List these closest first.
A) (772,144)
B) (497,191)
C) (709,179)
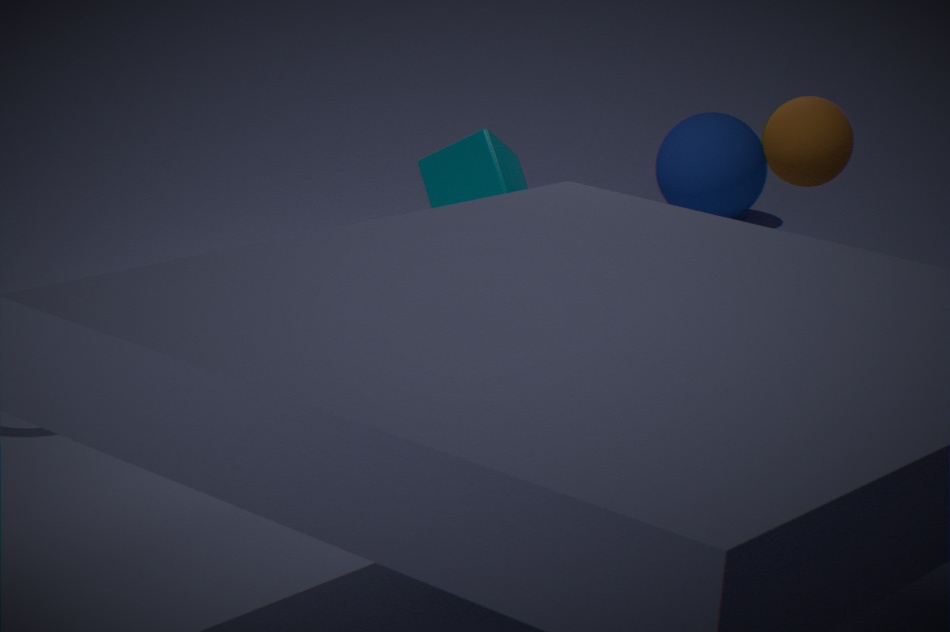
(772,144) < (497,191) < (709,179)
